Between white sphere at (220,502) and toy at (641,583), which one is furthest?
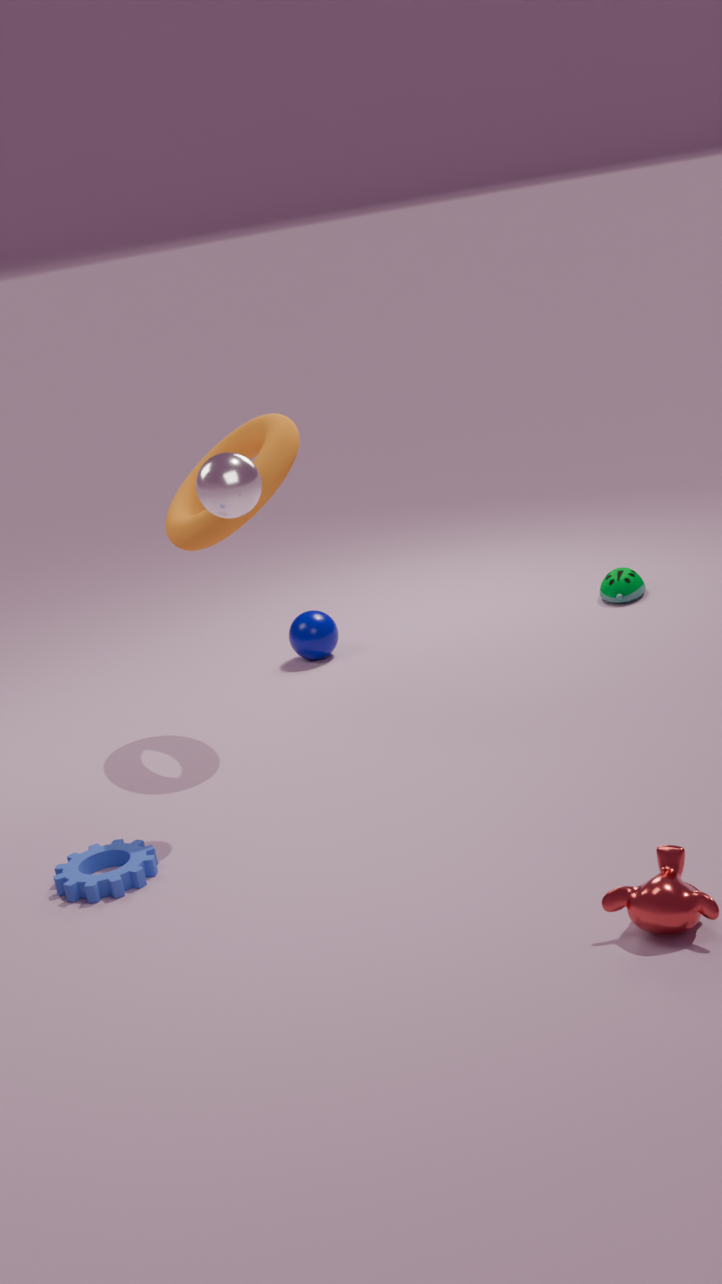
toy at (641,583)
